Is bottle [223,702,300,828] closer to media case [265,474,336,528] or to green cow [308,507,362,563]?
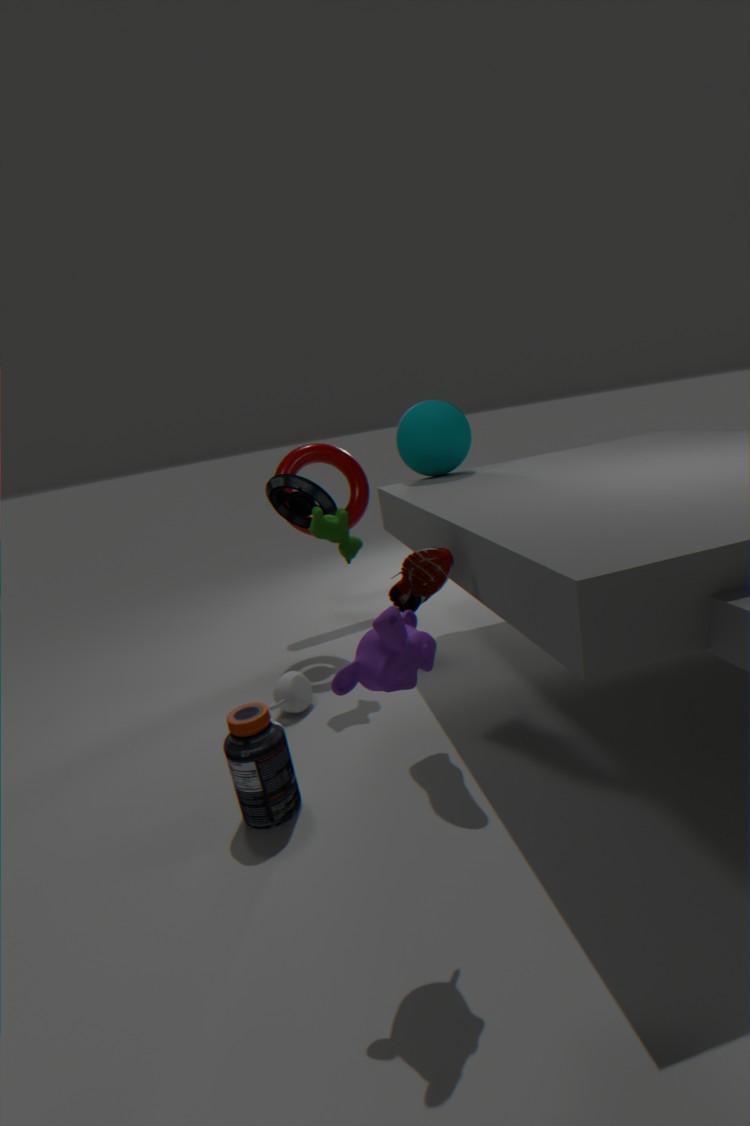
green cow [308,507,362,563]
